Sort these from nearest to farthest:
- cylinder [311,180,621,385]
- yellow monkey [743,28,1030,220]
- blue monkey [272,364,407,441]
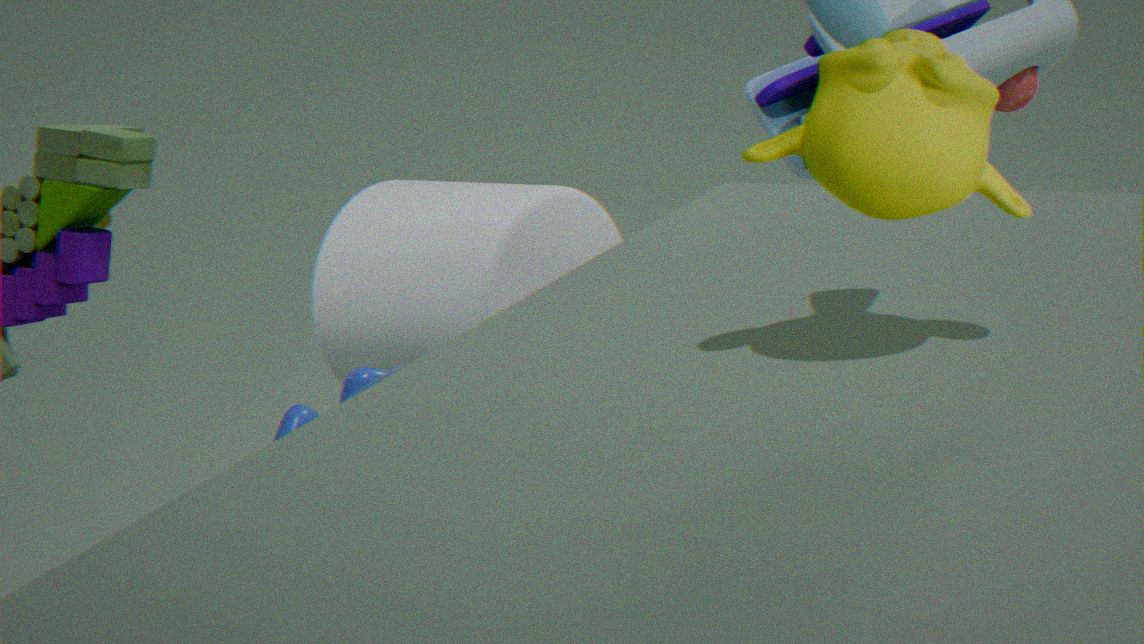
yellow monkey [743,28,1030,220] → blue monkey [272,364,407,441] → cylinder [311,180,621,385]
